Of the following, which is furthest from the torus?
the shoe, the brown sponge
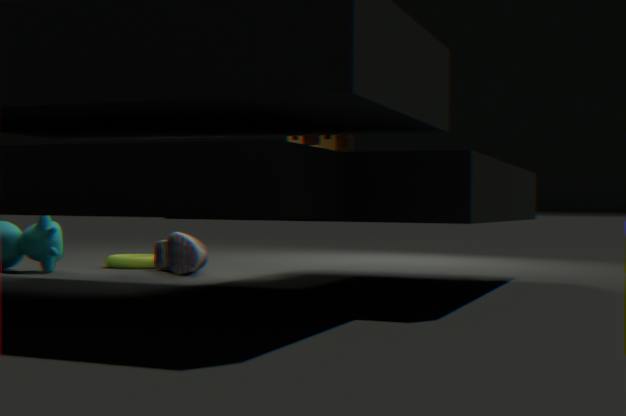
the brown sponge
